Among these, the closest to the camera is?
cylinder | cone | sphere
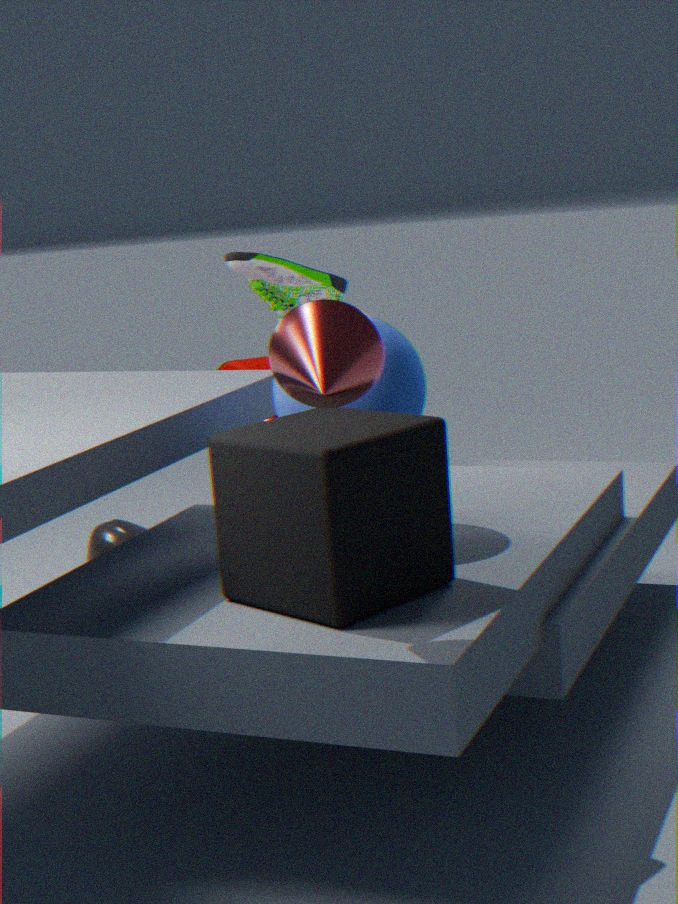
cone
